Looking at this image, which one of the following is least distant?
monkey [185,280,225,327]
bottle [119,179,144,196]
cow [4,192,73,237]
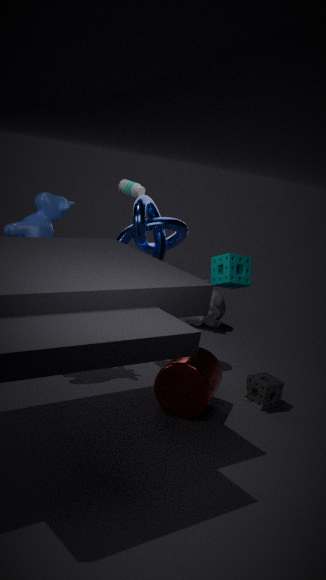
cow [4,192,73,237]
